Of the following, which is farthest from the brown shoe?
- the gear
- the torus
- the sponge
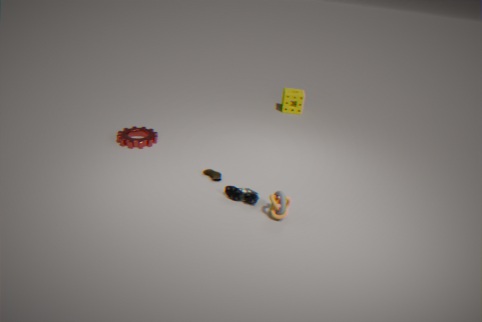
the sponge
